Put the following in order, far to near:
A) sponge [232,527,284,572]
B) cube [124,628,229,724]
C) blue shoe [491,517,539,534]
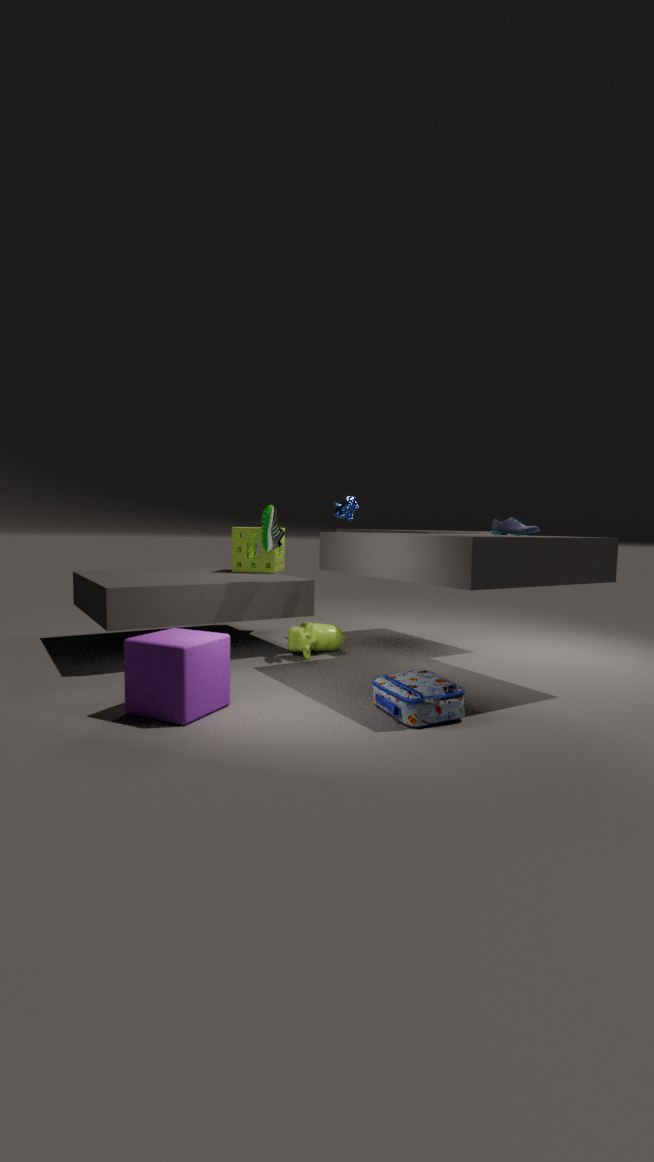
sponge [232,527,284,572], blue shoe [491,517,539,534], cube [124,628,229,724]
